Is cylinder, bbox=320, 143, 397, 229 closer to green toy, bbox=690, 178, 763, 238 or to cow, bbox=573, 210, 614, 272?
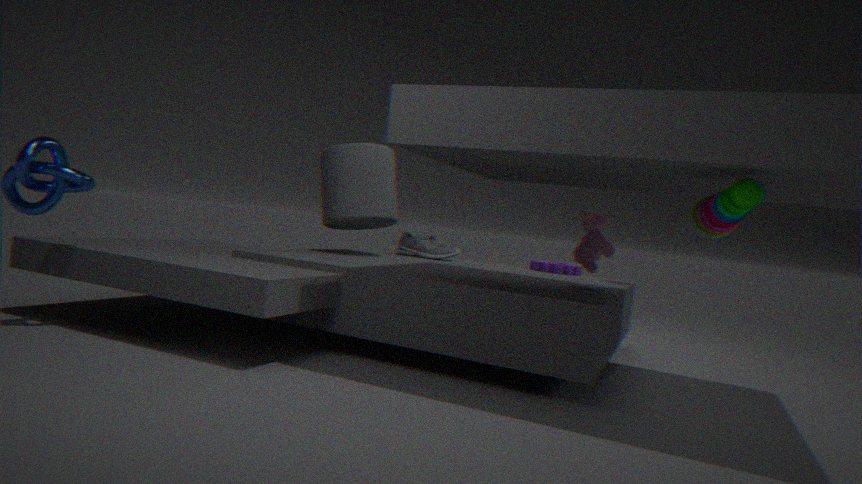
cow, bbox=573, 210, 614, 272
